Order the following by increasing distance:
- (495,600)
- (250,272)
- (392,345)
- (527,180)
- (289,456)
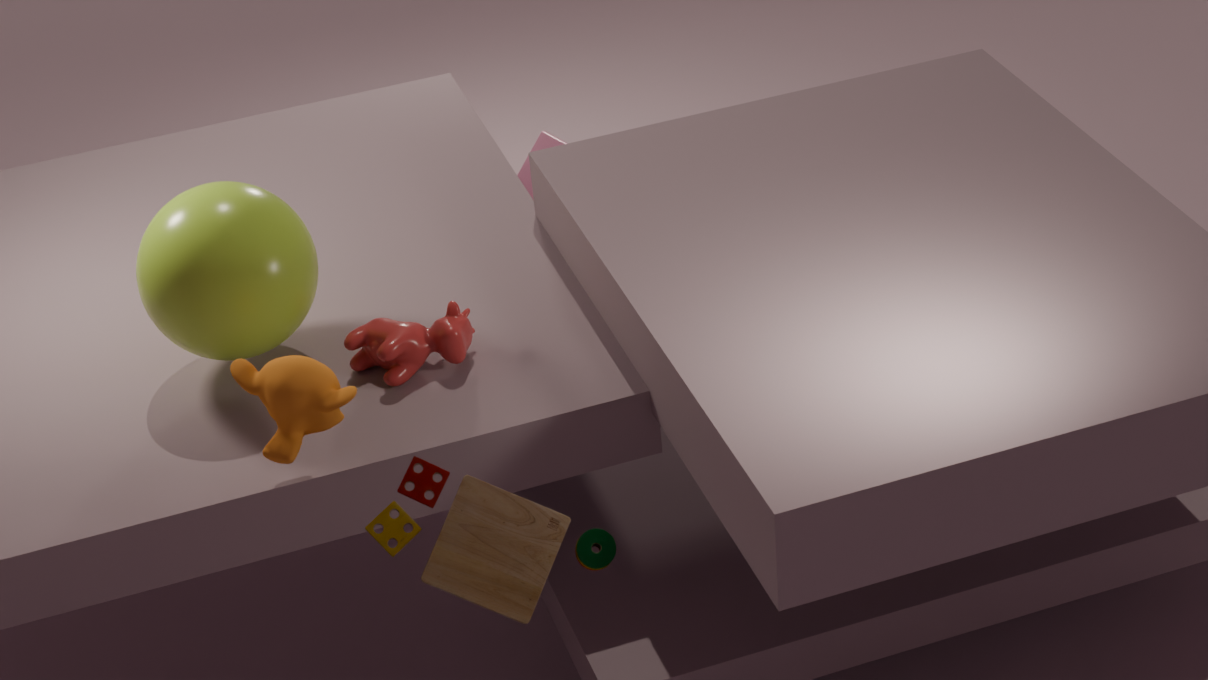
(495,600), (289,456), (250,272), (392,345), (527,180)
